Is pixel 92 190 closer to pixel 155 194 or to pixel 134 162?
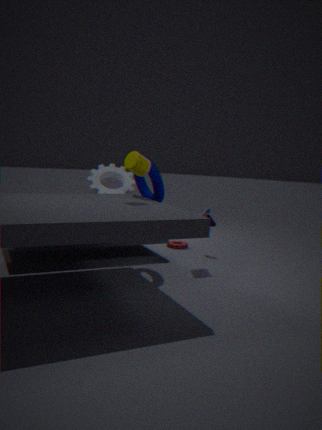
pixel 155 194
